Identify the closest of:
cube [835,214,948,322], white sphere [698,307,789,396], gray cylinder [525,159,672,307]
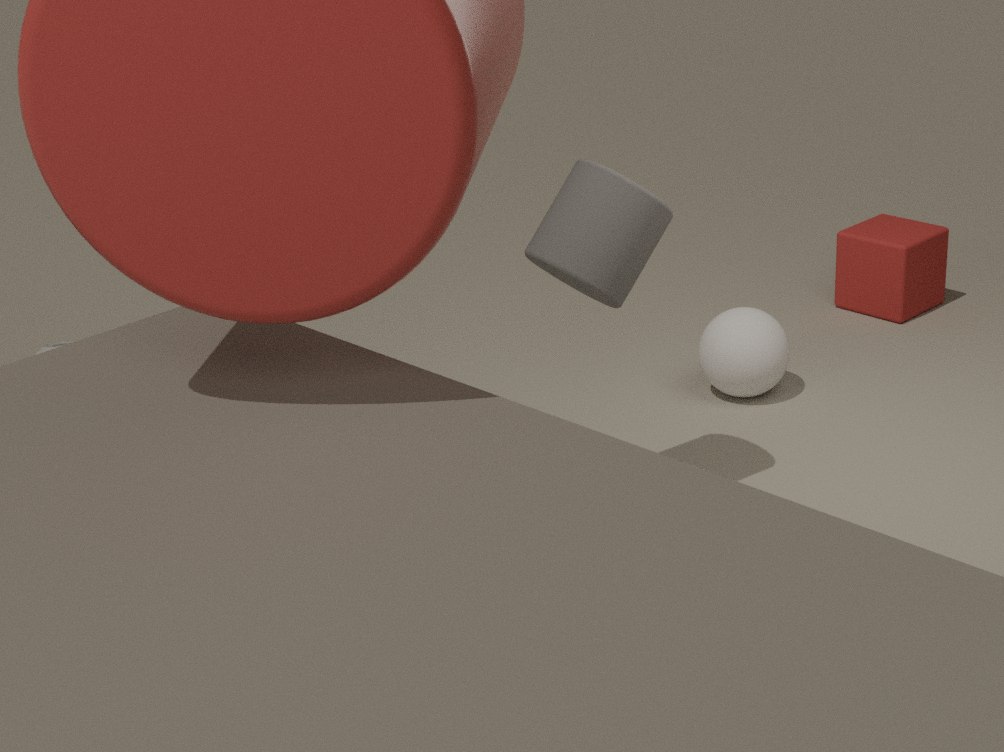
gray cylinder [525,159,672,307]
